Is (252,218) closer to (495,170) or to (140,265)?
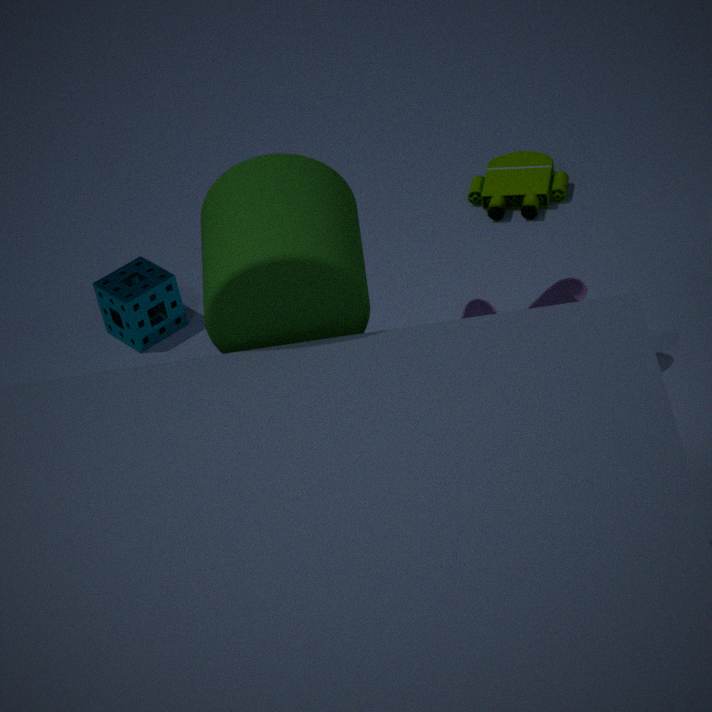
(140,265)
